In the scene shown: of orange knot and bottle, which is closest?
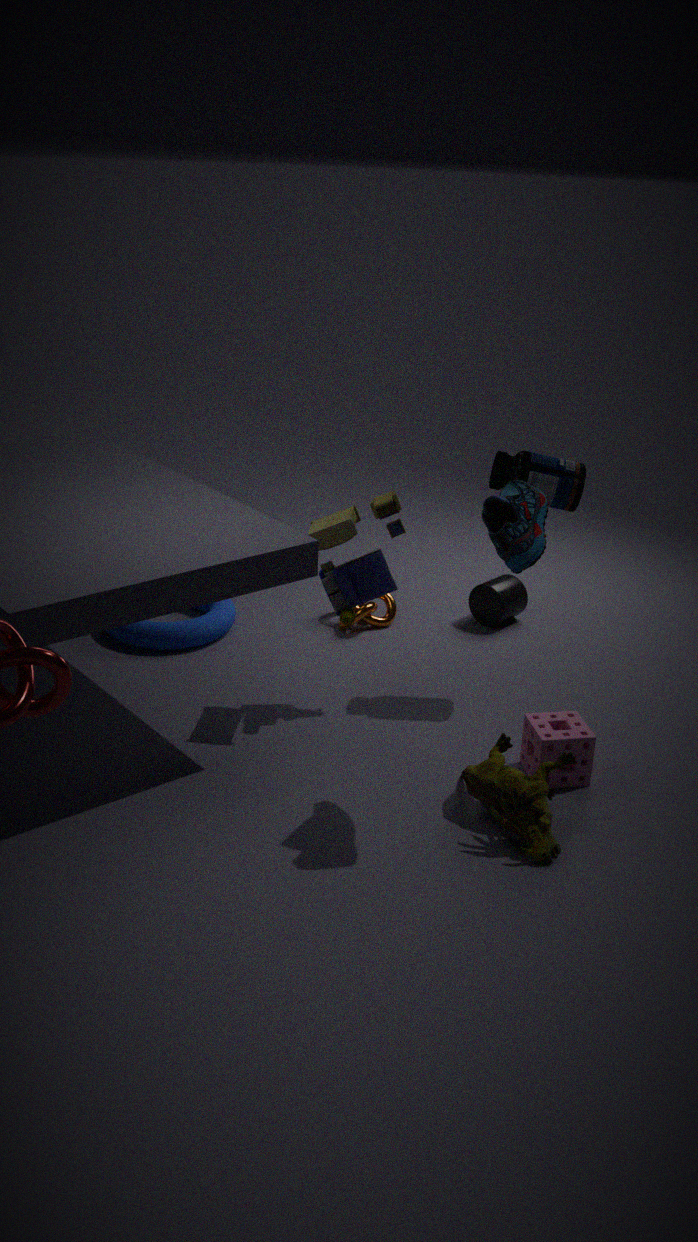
bottle
